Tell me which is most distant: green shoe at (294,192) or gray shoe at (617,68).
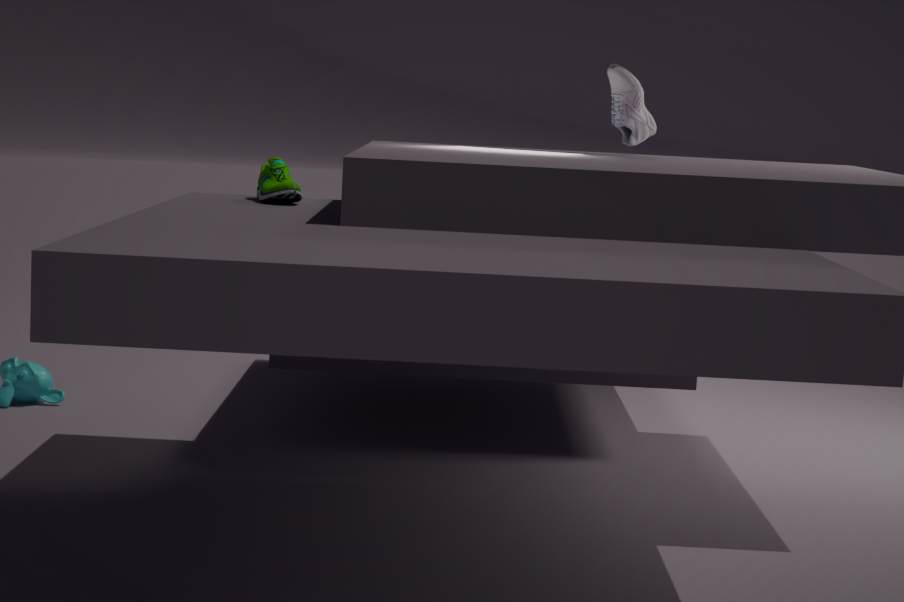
gray shoe at (617,68)
